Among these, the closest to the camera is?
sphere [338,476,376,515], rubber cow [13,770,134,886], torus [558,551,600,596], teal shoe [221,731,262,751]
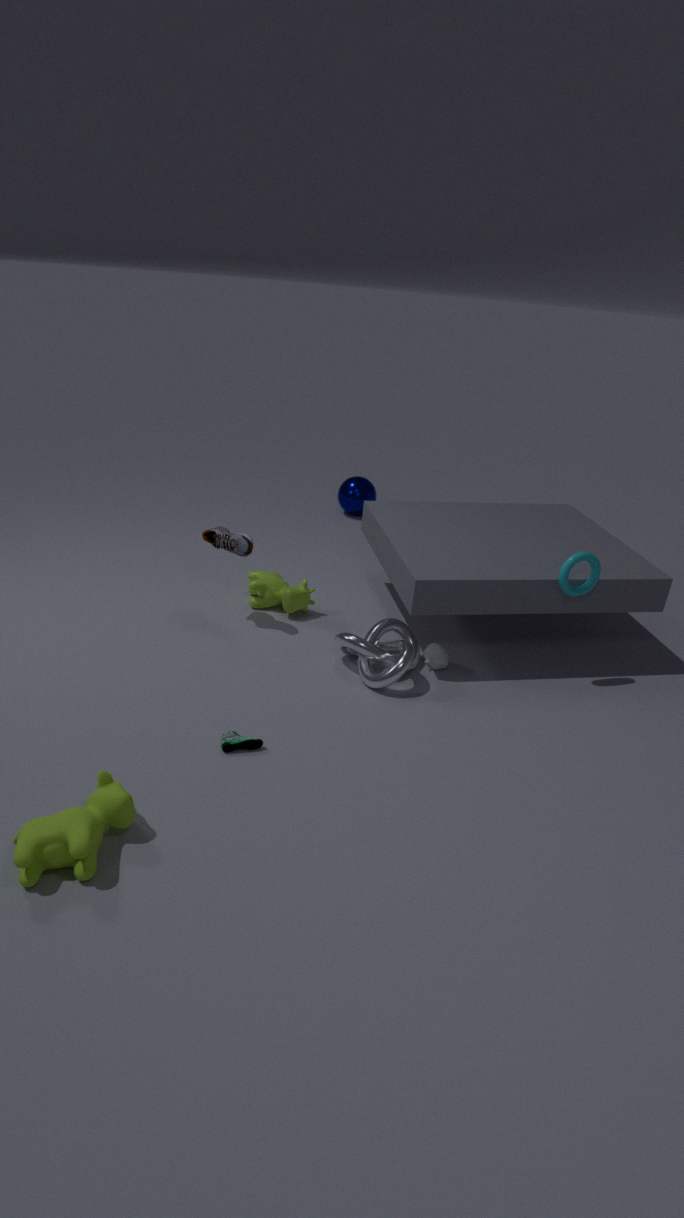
rubber cow [13,770,134,886]
